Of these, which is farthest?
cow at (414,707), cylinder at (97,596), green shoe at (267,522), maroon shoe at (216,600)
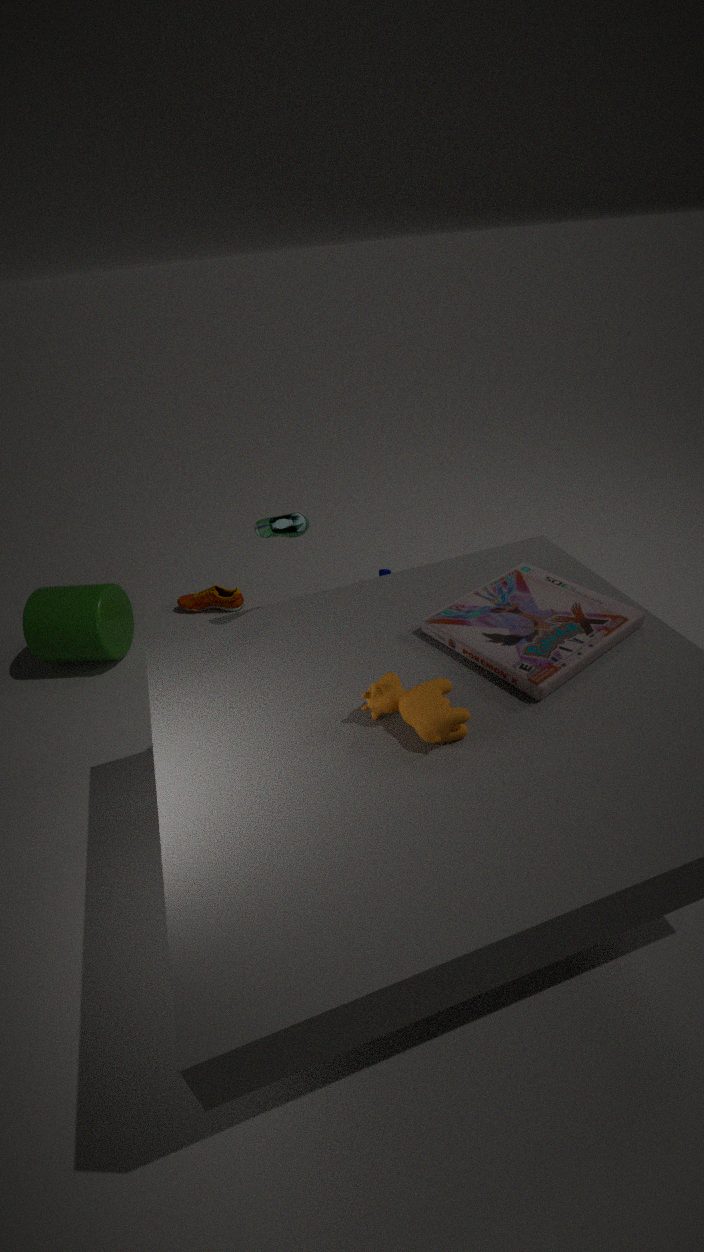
maroon shoe at (216,600)
